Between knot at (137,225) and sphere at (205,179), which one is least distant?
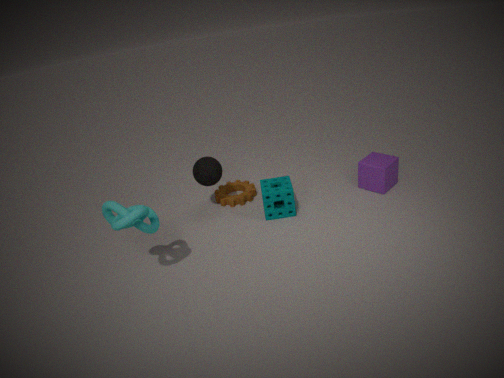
knot at (137,225)
